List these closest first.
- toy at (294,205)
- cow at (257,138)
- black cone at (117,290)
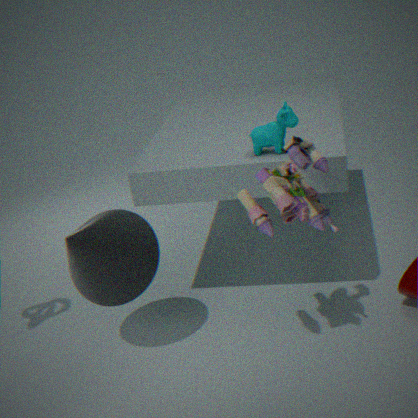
toy at (294,205) < black cone at (117,290) < cow at (257,138)
